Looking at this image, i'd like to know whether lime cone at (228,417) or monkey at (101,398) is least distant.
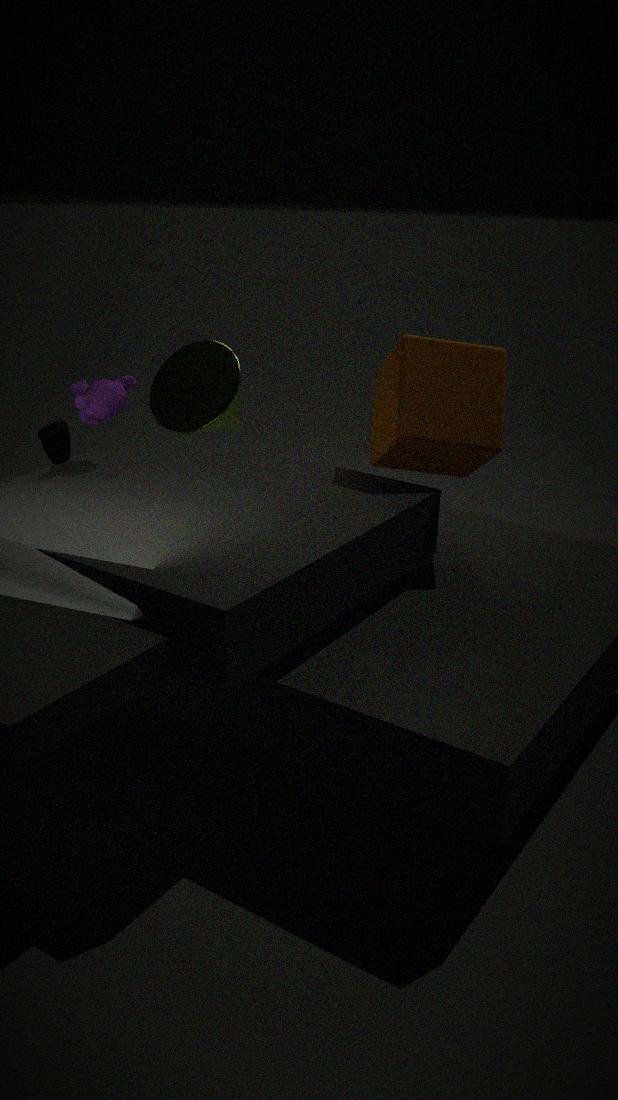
monkey at (101,398)
